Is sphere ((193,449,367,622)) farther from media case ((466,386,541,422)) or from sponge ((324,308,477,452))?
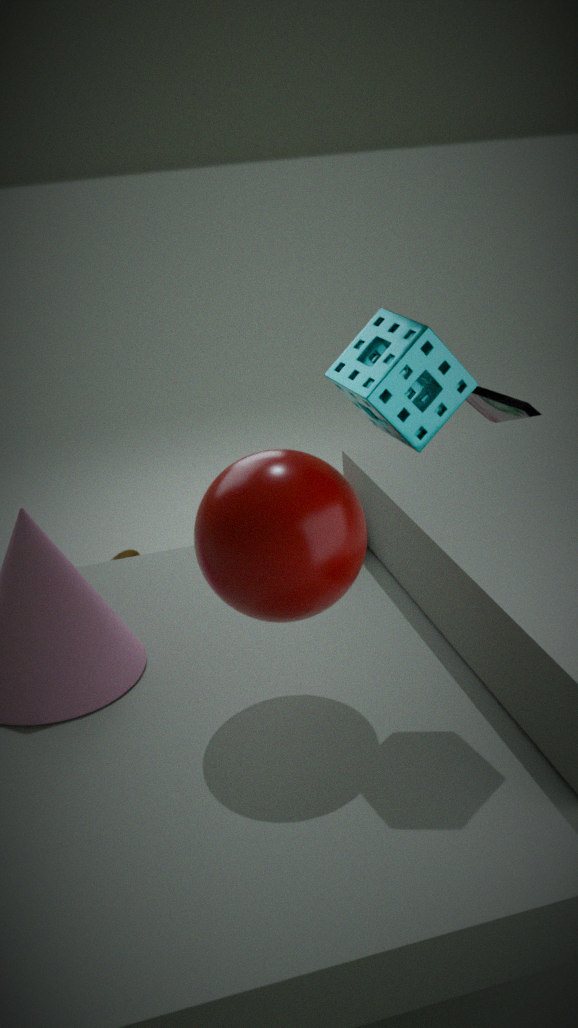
media case ((466,386,541,422))
